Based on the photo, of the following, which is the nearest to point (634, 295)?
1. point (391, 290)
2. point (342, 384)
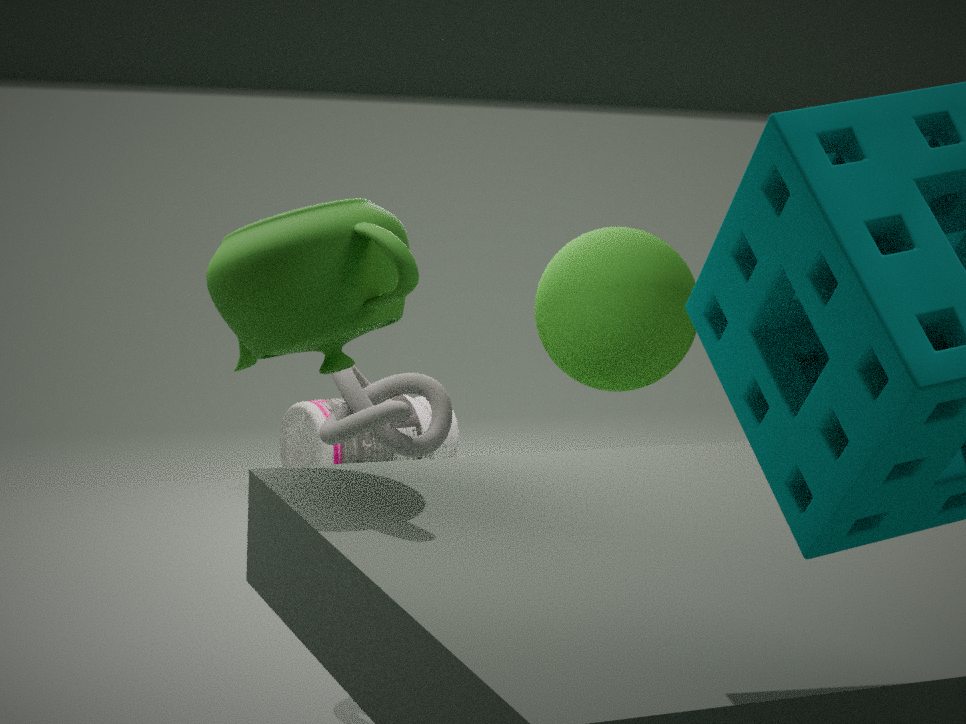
point (342, 384)
